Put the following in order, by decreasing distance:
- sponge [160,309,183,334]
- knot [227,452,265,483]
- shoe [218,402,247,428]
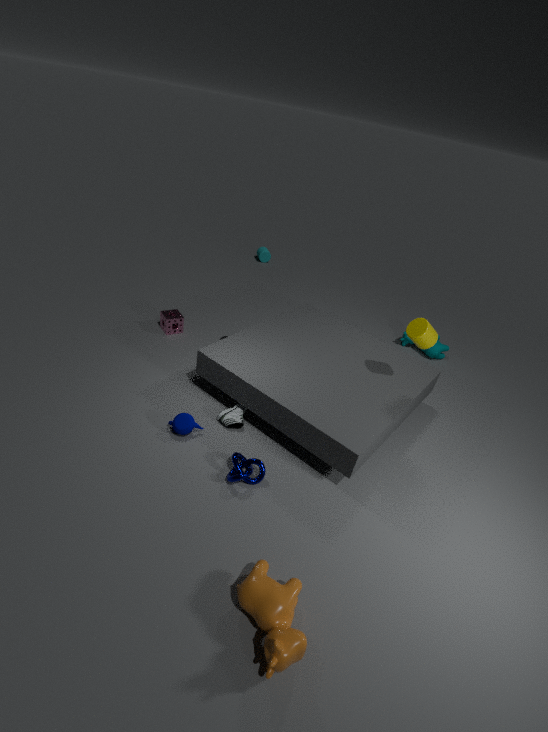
1. sponge [160,309,183,334]
2. shoe [218,402,247,428]
3. knot [227,452,265,483]
